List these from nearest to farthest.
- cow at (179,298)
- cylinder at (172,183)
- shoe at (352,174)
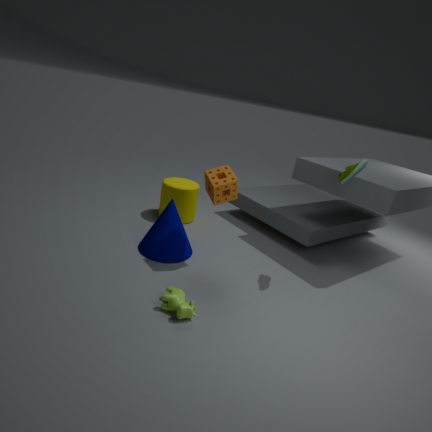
cow at (179,298) → shoe at (352,174) → cylinder at (172,183)
